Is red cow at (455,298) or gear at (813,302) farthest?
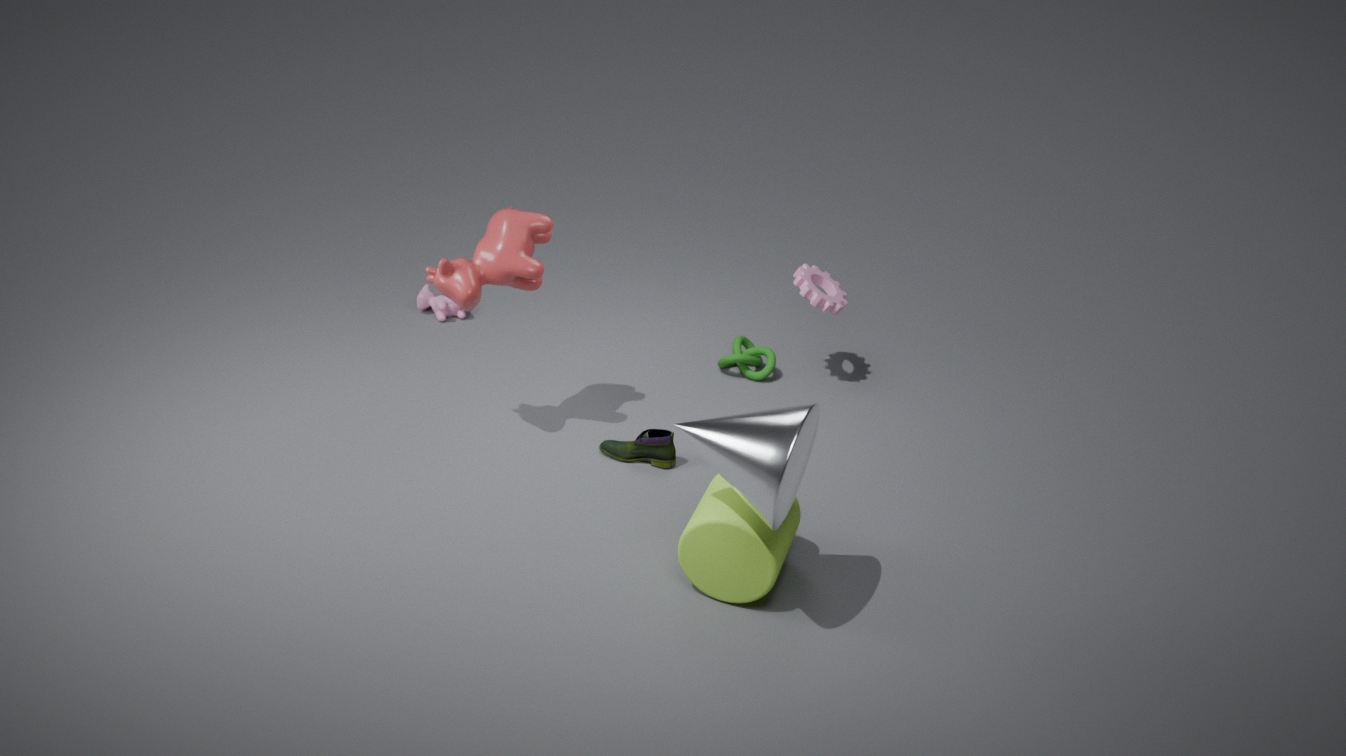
gear at (813,302)
